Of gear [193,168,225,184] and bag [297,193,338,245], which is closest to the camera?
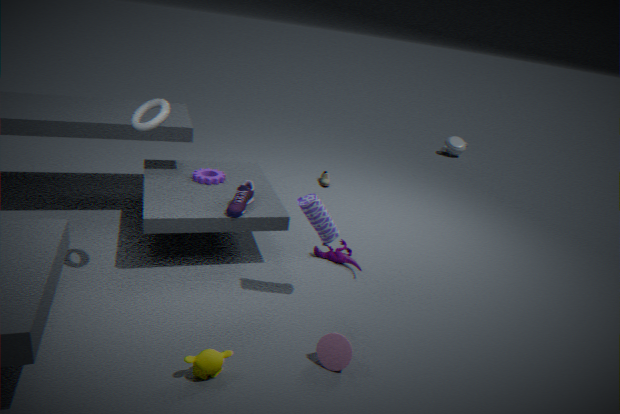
bag [297,193,338,245]
